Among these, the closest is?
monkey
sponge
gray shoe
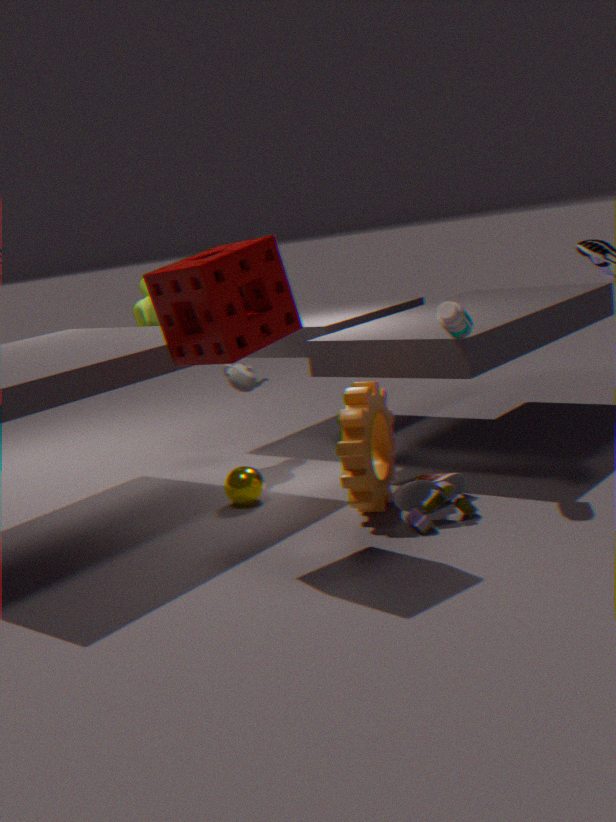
sponge
